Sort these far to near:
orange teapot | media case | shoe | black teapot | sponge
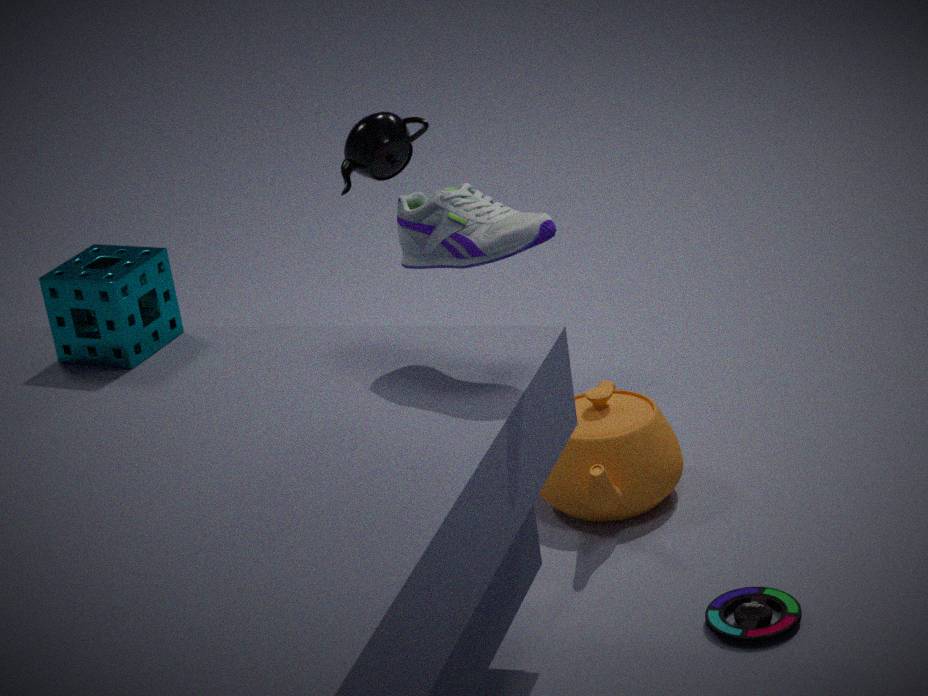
black teapot → orange teapot → sponge → media case → shoe
